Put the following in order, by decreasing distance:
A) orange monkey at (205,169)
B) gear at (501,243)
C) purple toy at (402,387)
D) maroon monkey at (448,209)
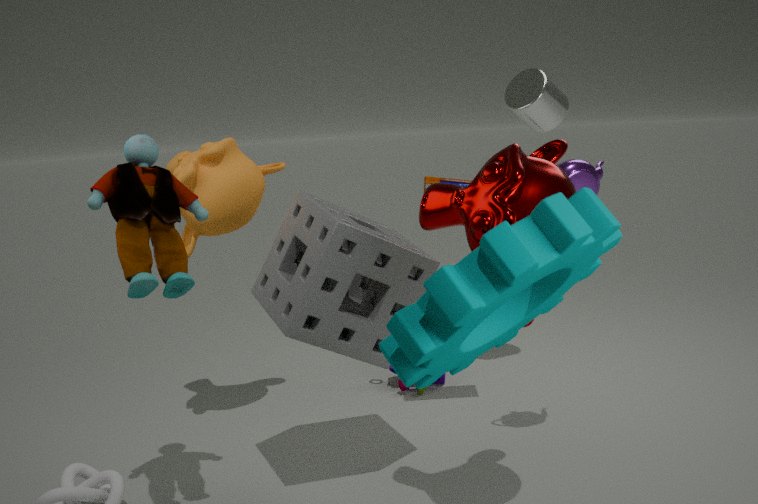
purple toy at (402,387), orange monkey at (205,169), maroon monkey at (448,209), gear at (501,243)
